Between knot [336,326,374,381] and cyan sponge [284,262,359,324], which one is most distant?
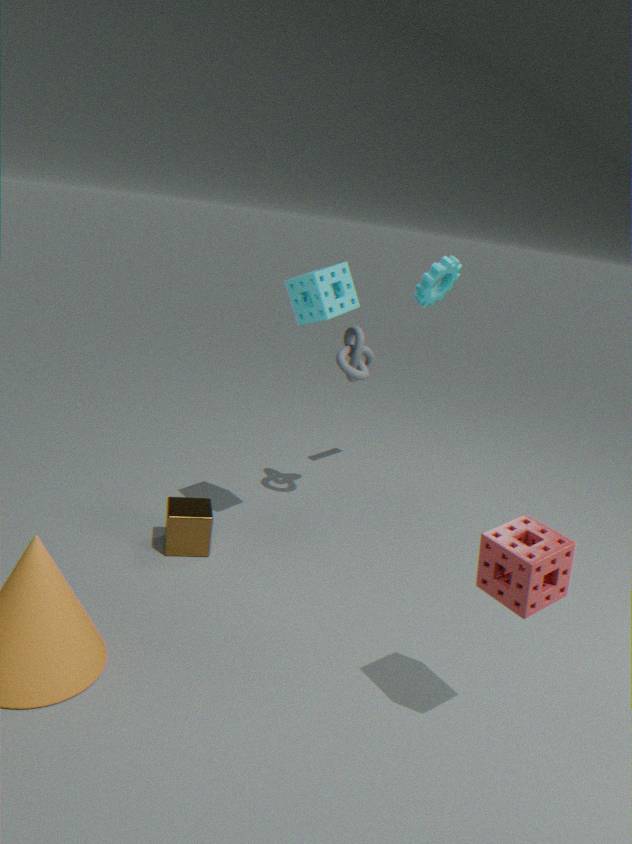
knot [336,326,374,381]
